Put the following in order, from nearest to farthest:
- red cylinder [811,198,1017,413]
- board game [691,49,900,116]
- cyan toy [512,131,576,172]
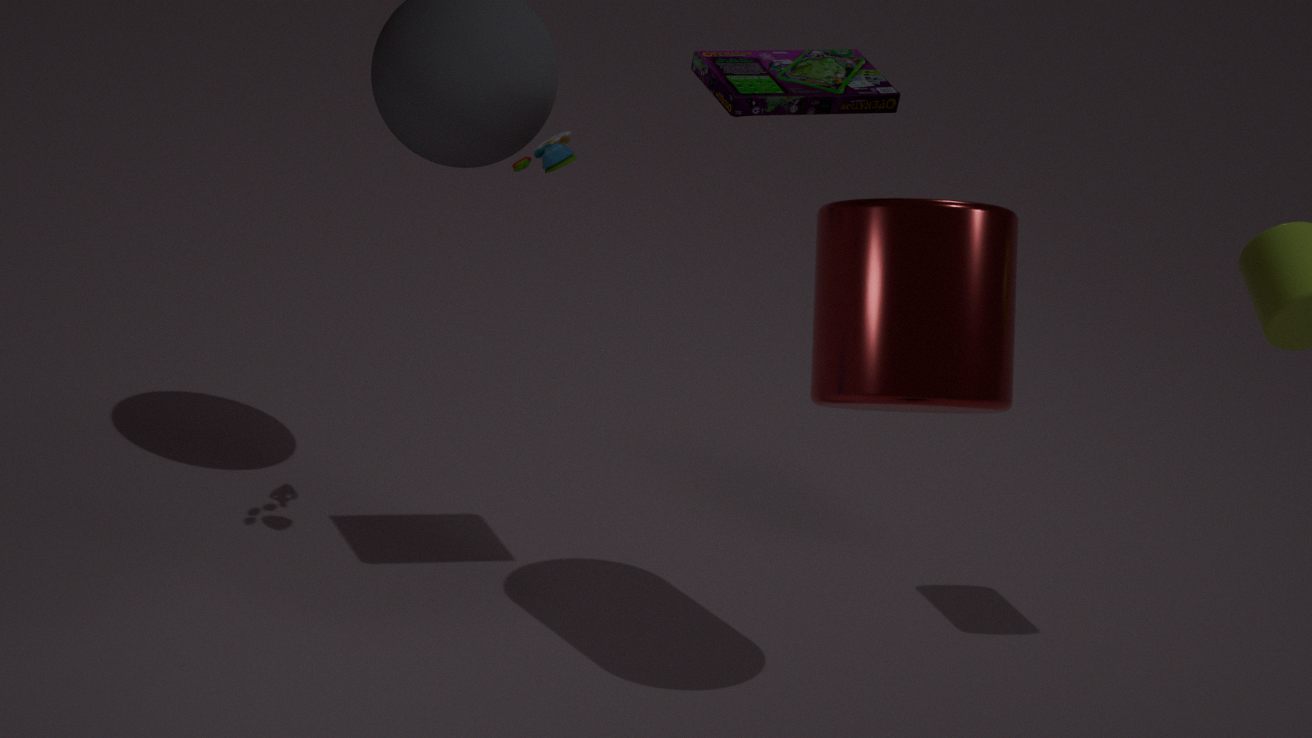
red cylinder [811,198,1017,413] → board game [691,49,900,116] → cyan toy [512,131,576,172]
